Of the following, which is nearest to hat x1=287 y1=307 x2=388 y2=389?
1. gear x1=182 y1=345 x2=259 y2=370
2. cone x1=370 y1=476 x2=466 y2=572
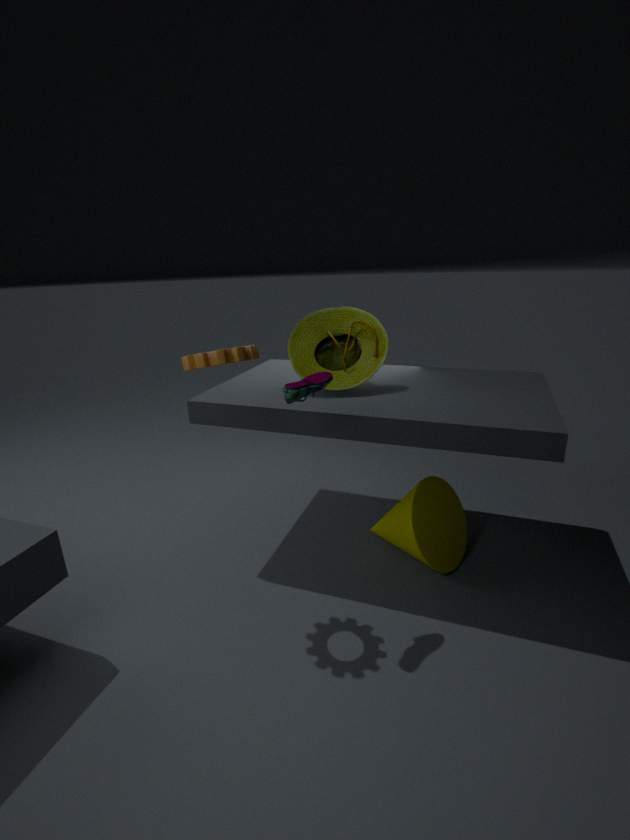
gear x1=182 y1=345 x2=259 y2=370
